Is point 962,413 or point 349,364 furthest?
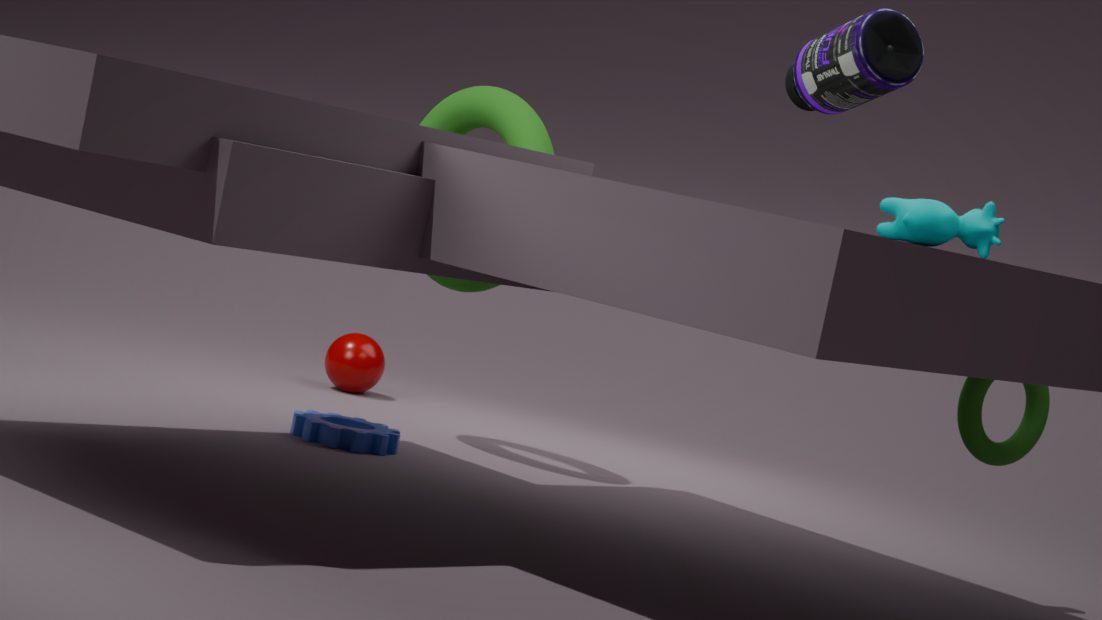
point 349,364
